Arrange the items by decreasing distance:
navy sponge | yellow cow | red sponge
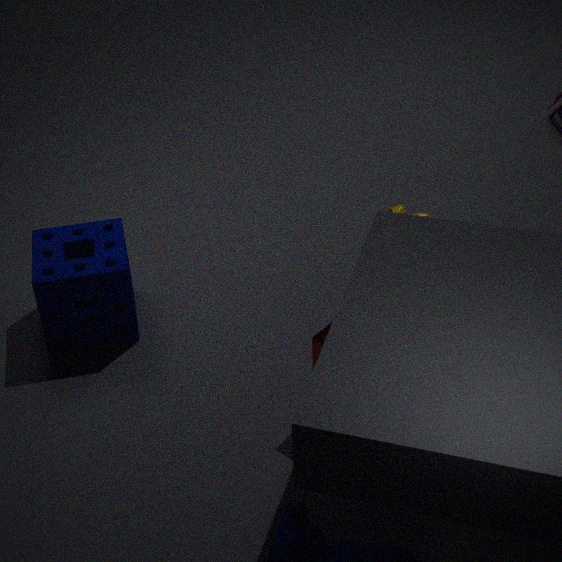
yellow cow, navy sponge, red sponge
